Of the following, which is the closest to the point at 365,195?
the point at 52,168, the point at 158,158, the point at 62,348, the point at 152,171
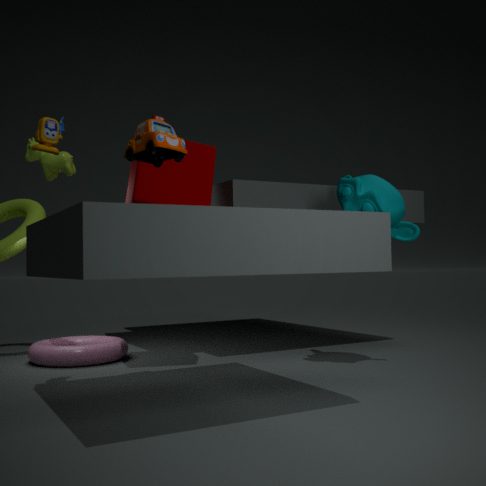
the point at 152,171
